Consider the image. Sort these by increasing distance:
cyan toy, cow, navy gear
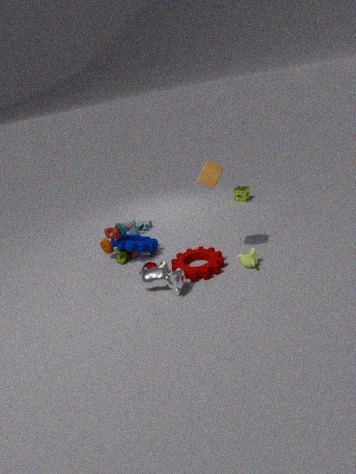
cow
navy gear
cyan toy
